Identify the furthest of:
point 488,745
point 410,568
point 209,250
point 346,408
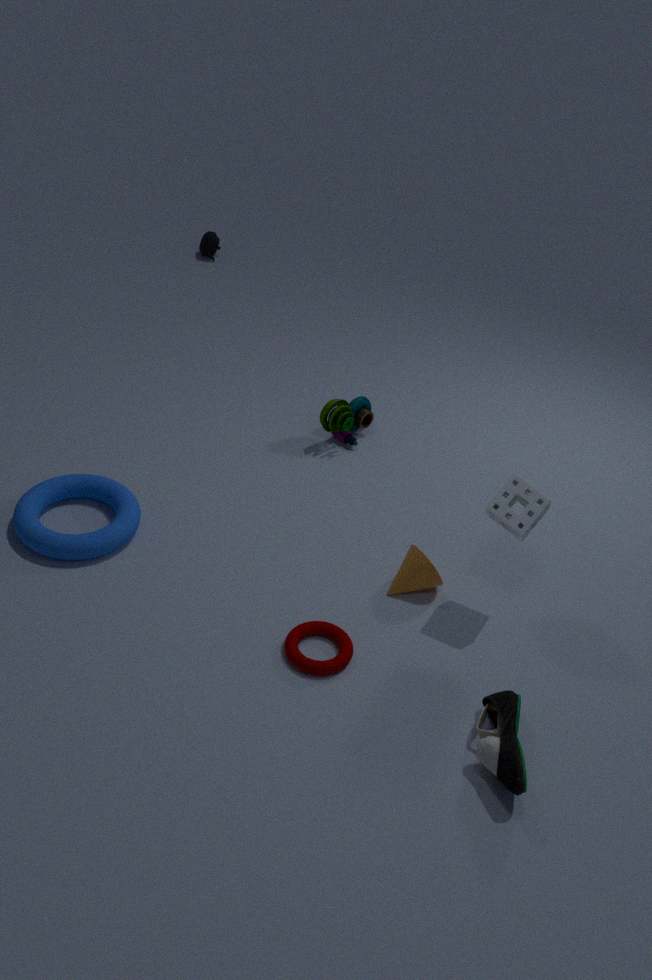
point 209,250
